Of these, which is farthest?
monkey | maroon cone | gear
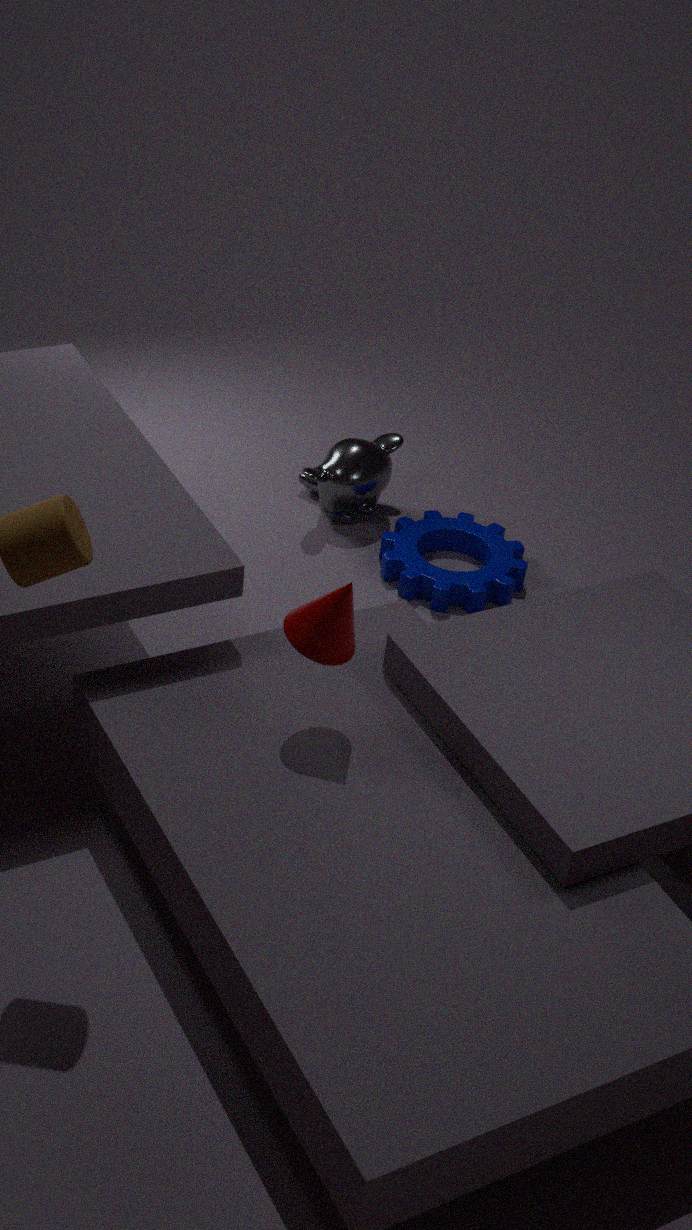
monkey
